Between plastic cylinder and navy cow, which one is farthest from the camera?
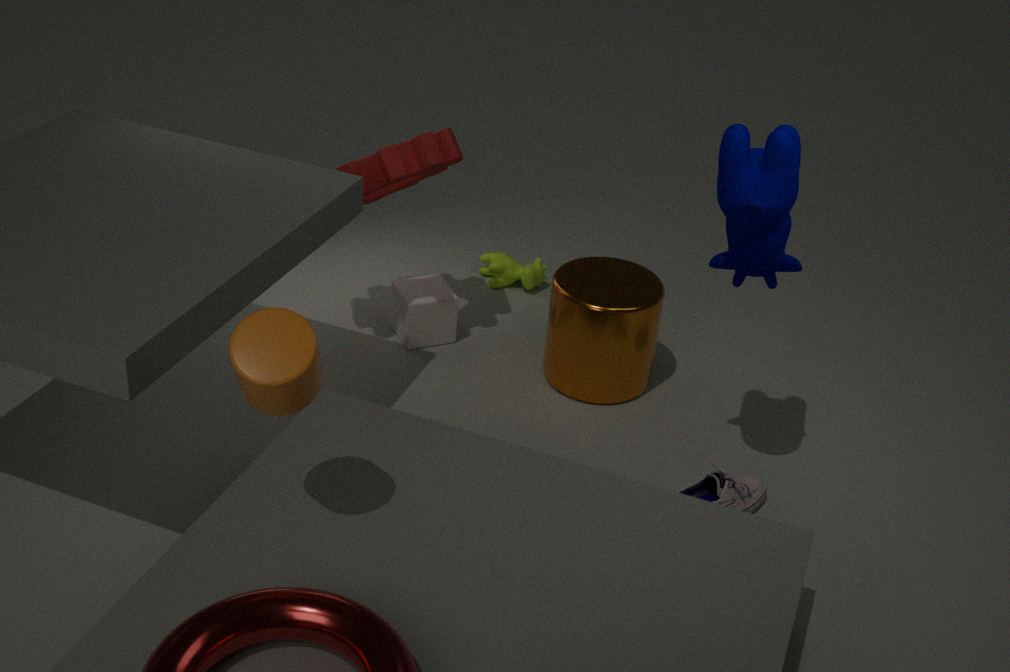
navy cow
